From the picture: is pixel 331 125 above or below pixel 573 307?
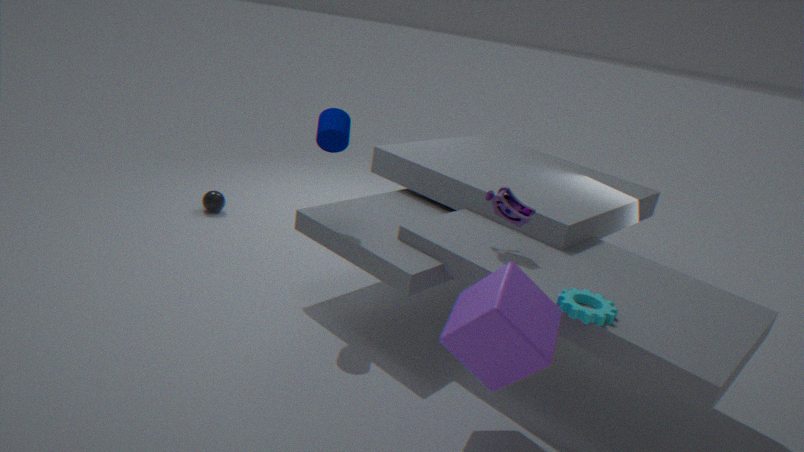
above
